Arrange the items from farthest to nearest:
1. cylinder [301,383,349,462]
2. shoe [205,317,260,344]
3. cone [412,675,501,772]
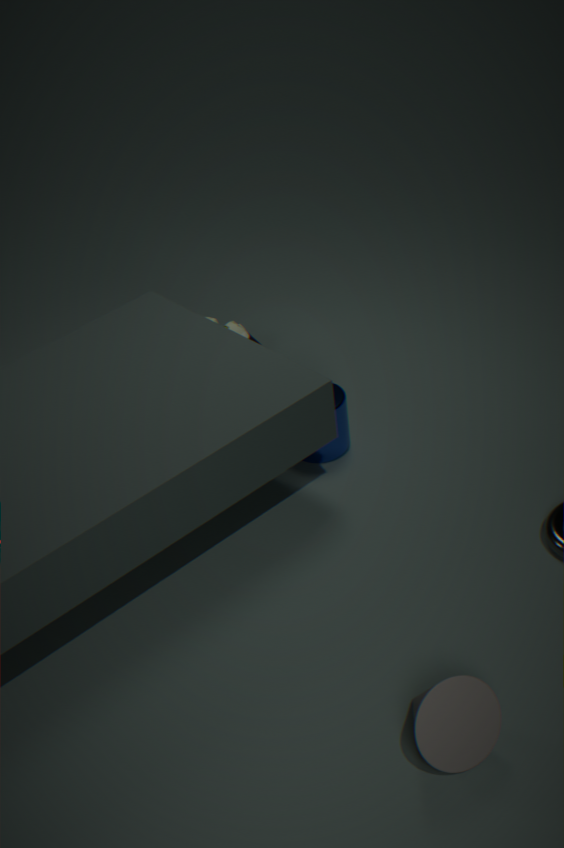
shoe [205,317,260,344], cylinder [301,383,349,462], cone [412,675,501,772]
